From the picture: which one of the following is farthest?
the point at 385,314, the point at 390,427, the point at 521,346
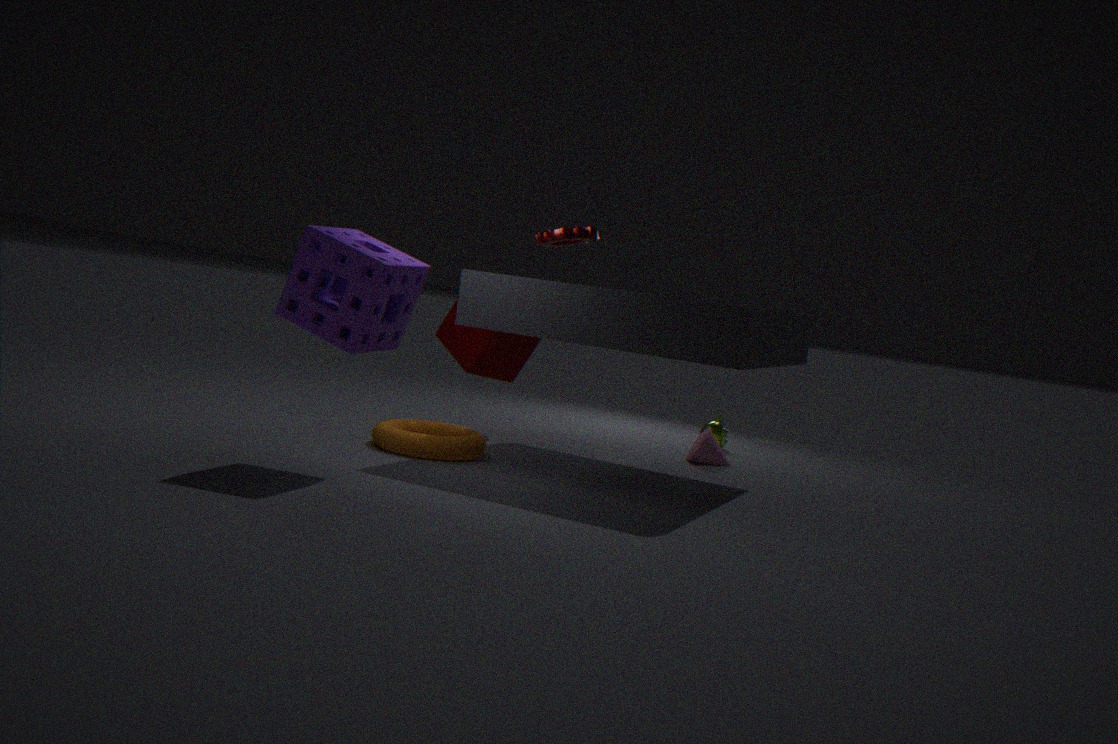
the point at 521,346
